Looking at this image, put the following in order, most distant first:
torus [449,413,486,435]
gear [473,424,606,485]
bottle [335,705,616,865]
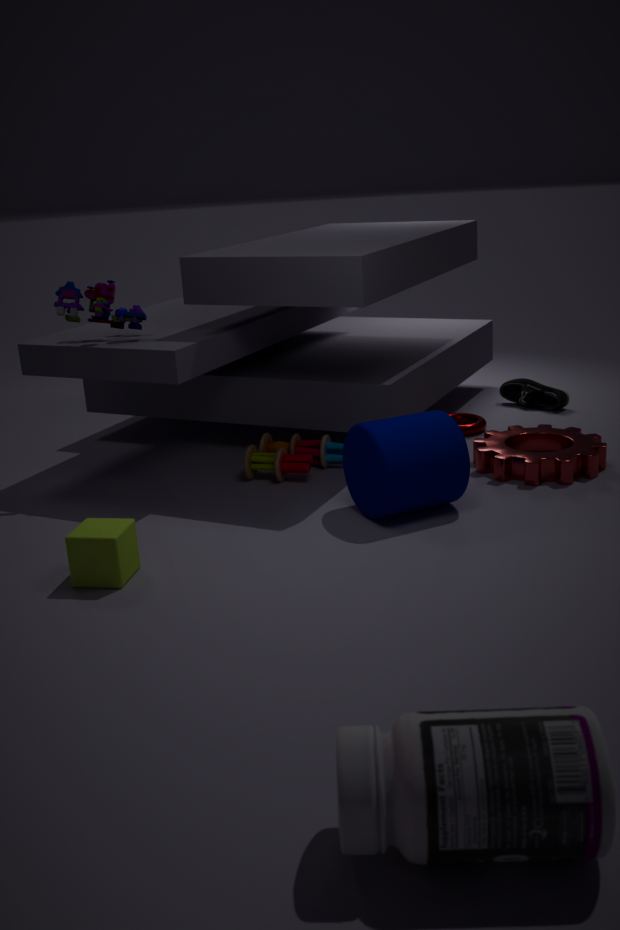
1. torus [449,413,486,435]
2. gear [473,424,606,485]
3. bottle [335,705,616,865]
